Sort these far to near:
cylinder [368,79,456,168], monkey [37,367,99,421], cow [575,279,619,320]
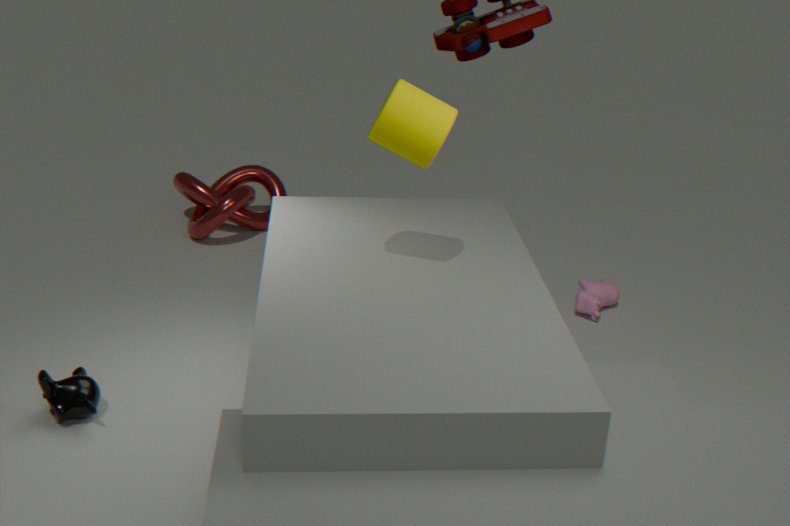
1. cow [575,279,619,320]
2. monkey [37,367,99,421]
3. cylinder [368,79,456,168]
